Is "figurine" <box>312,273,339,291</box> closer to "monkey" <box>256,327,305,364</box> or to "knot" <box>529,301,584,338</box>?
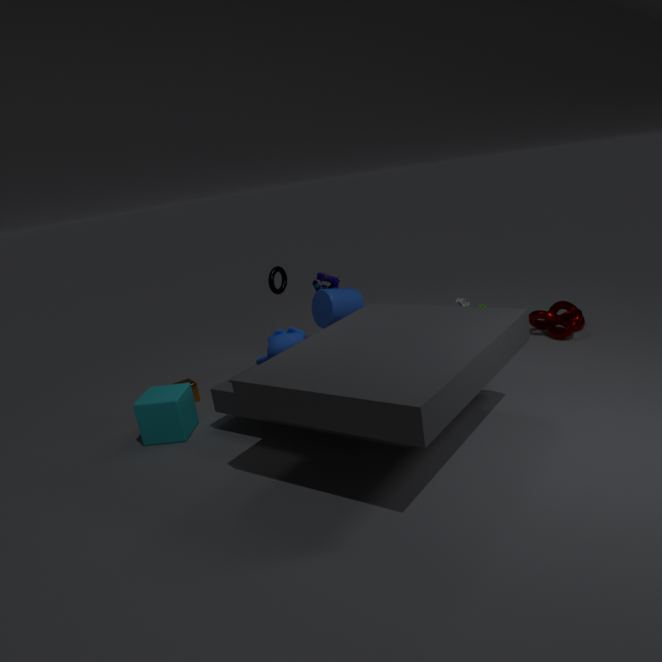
"monkey" <box>256,327,305,364</box>
